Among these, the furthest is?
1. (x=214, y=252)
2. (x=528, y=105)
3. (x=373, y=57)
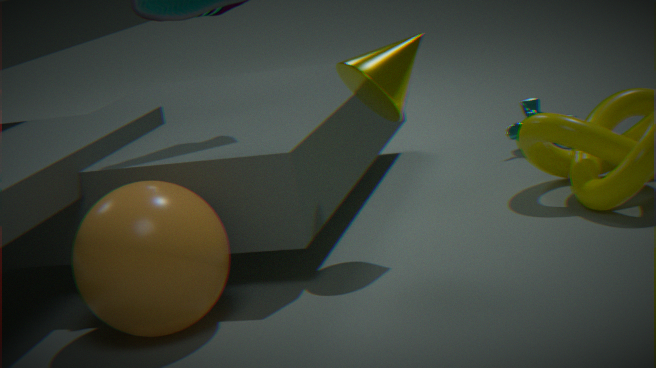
(x=528, y=105)
